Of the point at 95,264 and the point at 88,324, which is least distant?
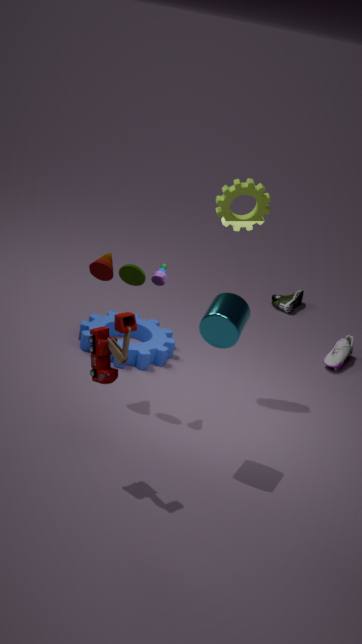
the point at 95,264
